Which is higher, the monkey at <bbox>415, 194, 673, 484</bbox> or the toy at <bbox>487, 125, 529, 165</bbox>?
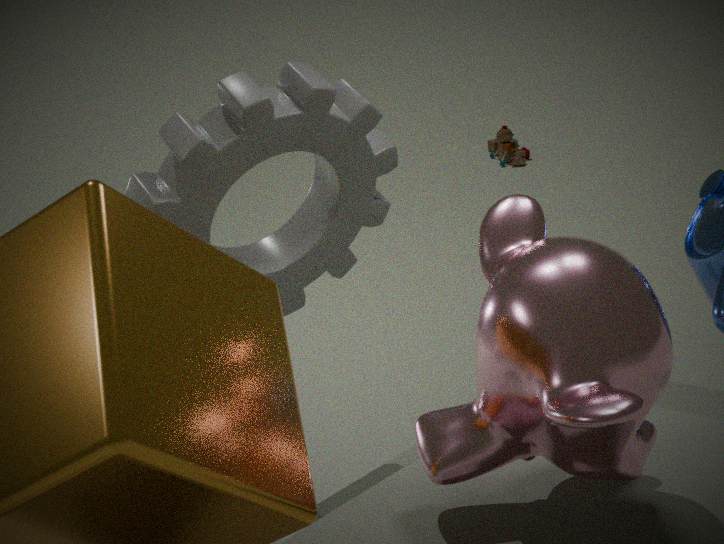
the monkey at <bbox>415, 194, 673, 484</bbox>
